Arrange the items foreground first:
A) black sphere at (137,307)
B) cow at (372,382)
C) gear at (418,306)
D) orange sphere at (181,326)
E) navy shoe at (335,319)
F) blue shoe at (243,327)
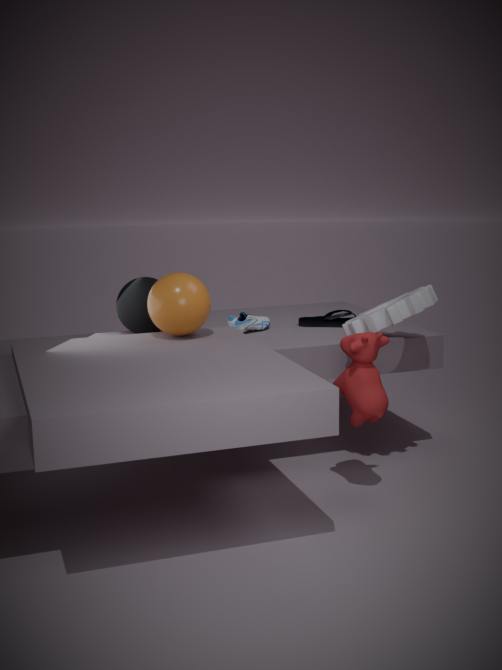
cow at (372,382) → gear at (418,306) → orange sphere at (181,326) → black sphere at (137,307) → blue shoe at (243,327) → navy shoe at (335,319)
